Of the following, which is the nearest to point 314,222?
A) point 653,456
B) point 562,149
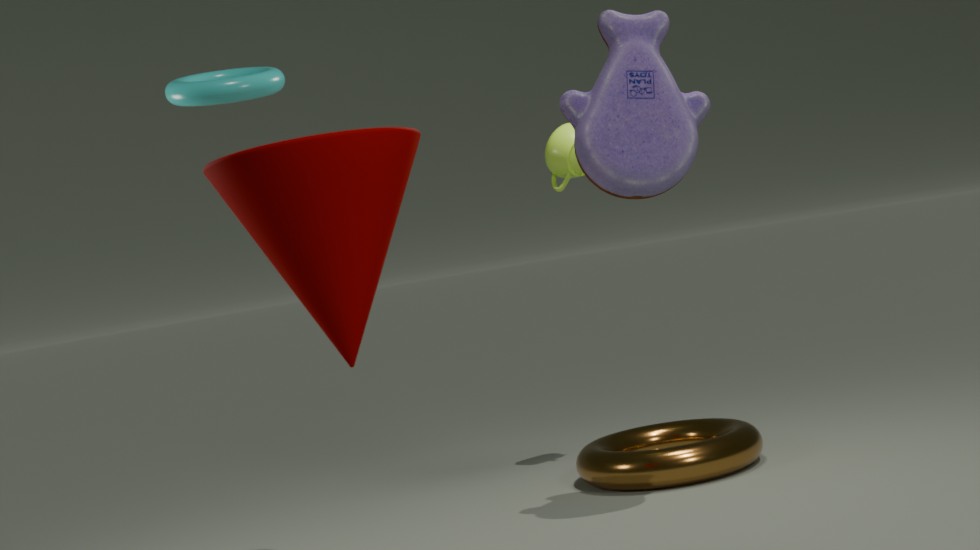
point 562,149
